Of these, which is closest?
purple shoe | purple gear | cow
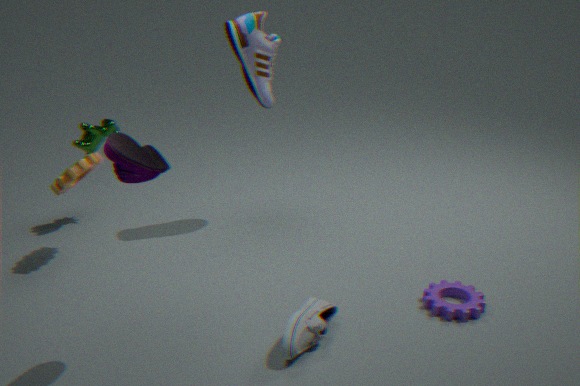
purple shoe
